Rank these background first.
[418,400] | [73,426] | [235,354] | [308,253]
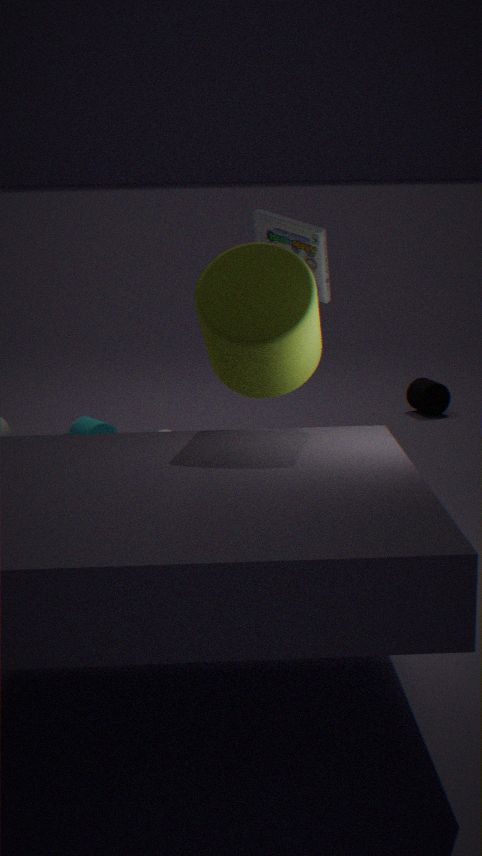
[418,400], [73,426], [308,253], [235,354]
